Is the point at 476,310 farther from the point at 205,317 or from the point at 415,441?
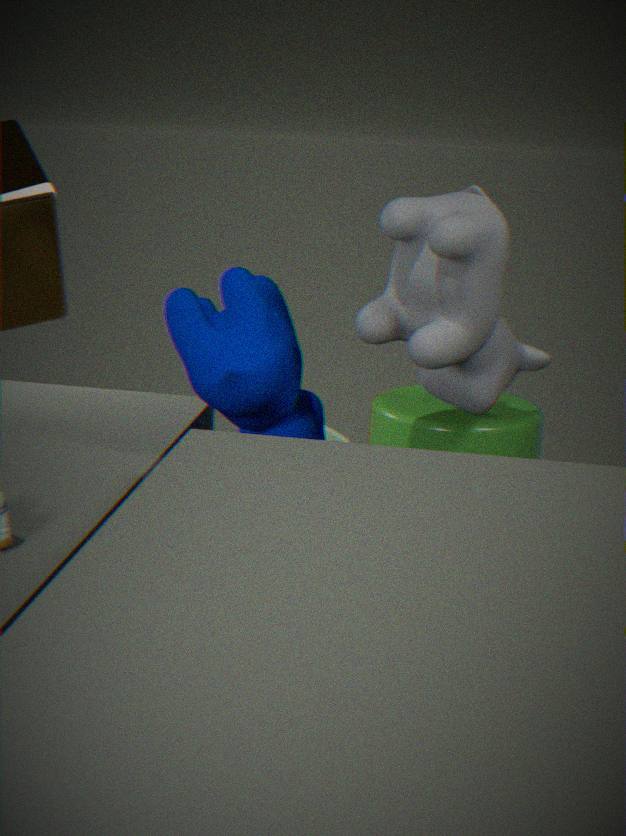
the point at 415,441
